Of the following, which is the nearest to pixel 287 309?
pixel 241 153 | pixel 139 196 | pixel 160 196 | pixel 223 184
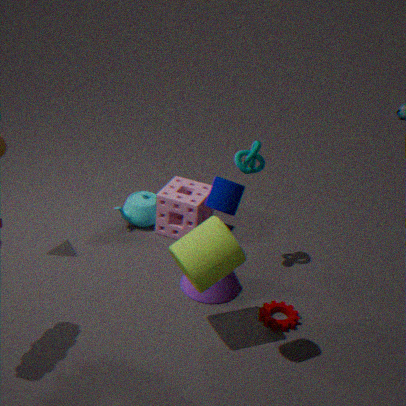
pixel 241 153
